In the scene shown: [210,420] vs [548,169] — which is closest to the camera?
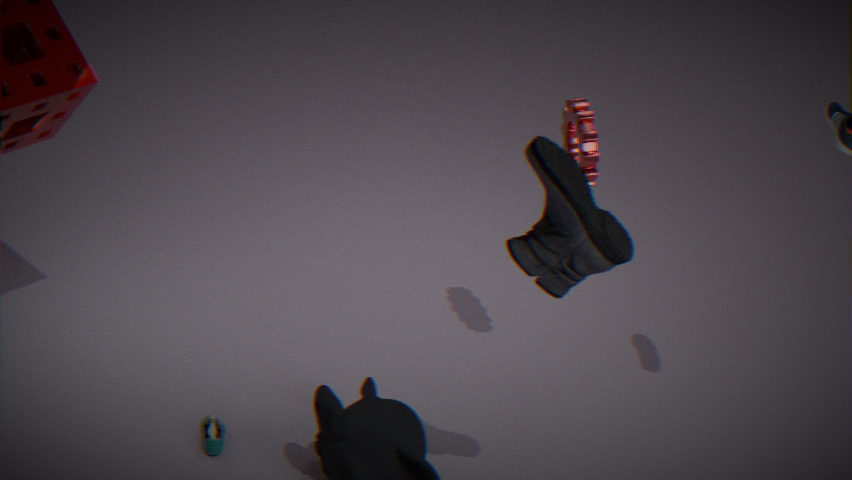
[548,169]
